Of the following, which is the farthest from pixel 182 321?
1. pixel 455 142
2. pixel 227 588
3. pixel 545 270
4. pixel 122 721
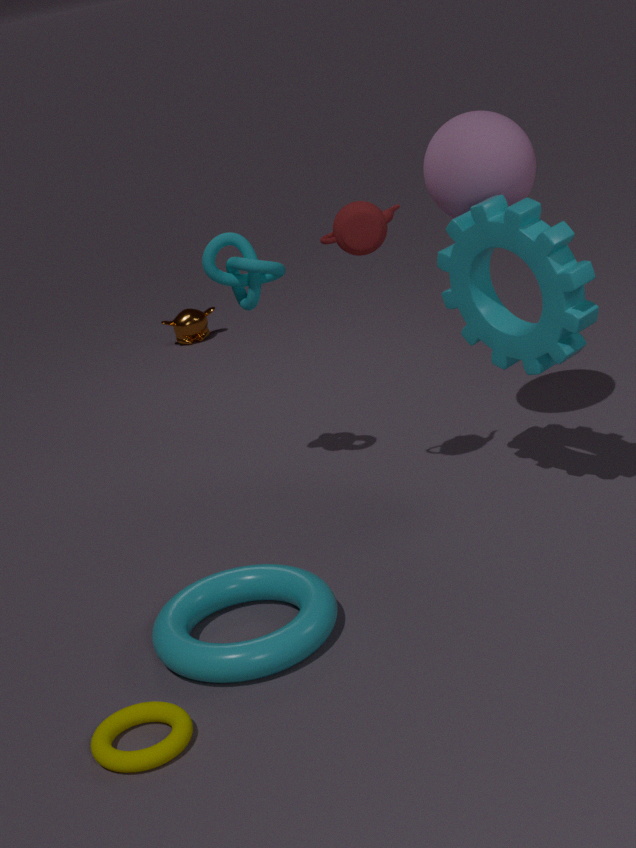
pixel 122 721
